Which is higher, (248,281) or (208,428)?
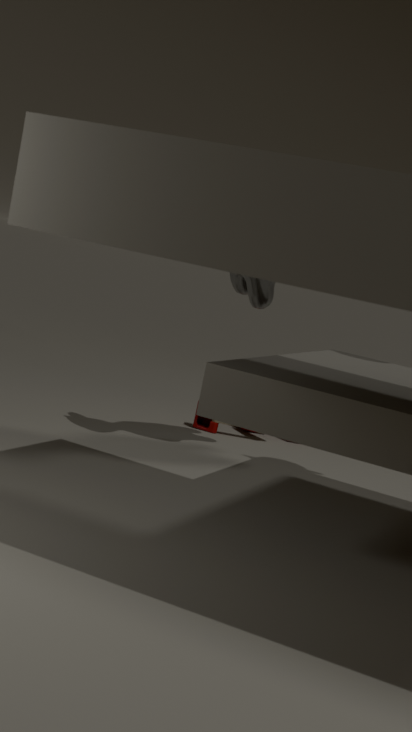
(248,281)
